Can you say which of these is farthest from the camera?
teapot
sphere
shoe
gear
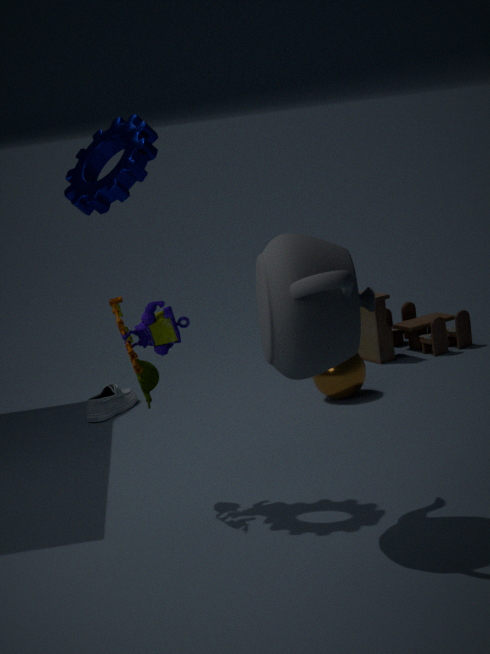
shoe
